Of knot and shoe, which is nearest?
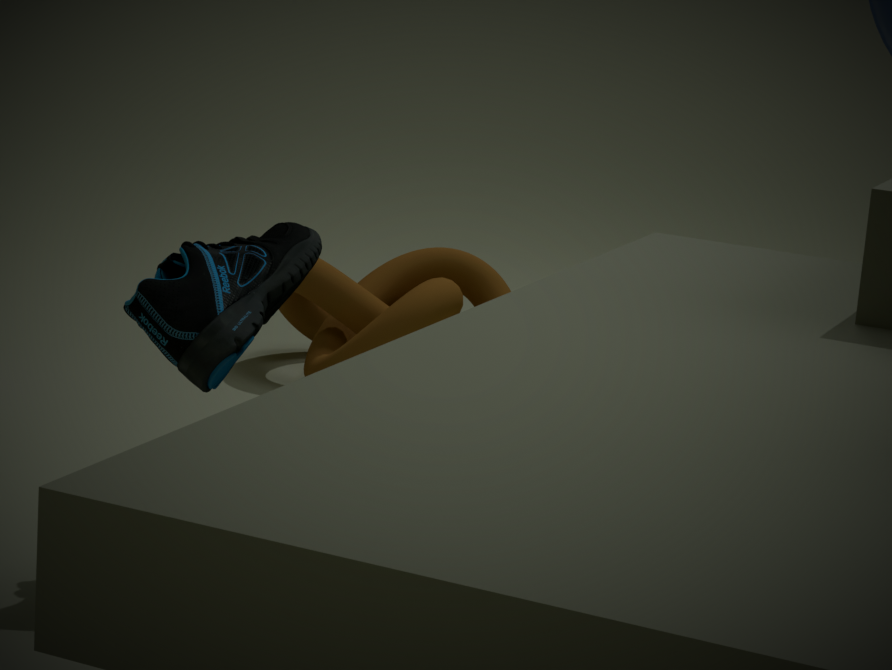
shoe
